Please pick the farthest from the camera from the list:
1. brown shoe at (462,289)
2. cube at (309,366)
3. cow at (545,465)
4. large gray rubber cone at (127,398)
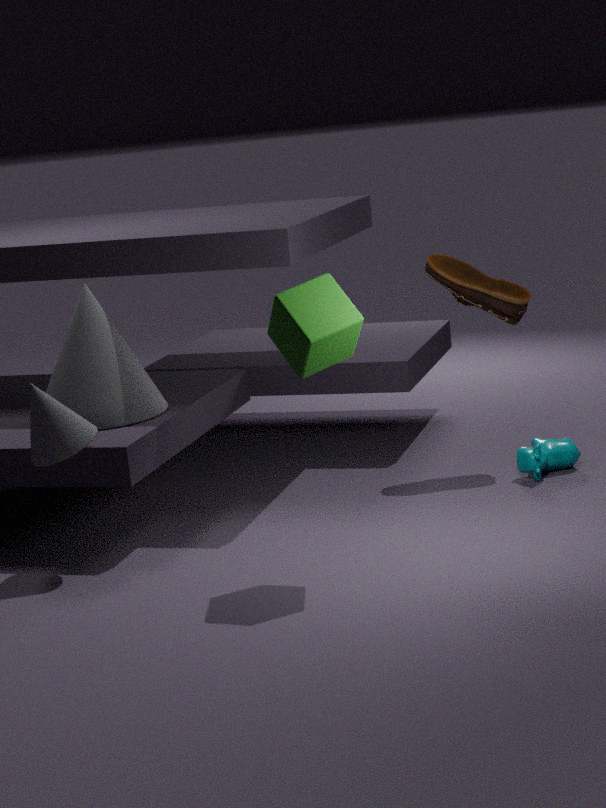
brown shoe at (462,289)
